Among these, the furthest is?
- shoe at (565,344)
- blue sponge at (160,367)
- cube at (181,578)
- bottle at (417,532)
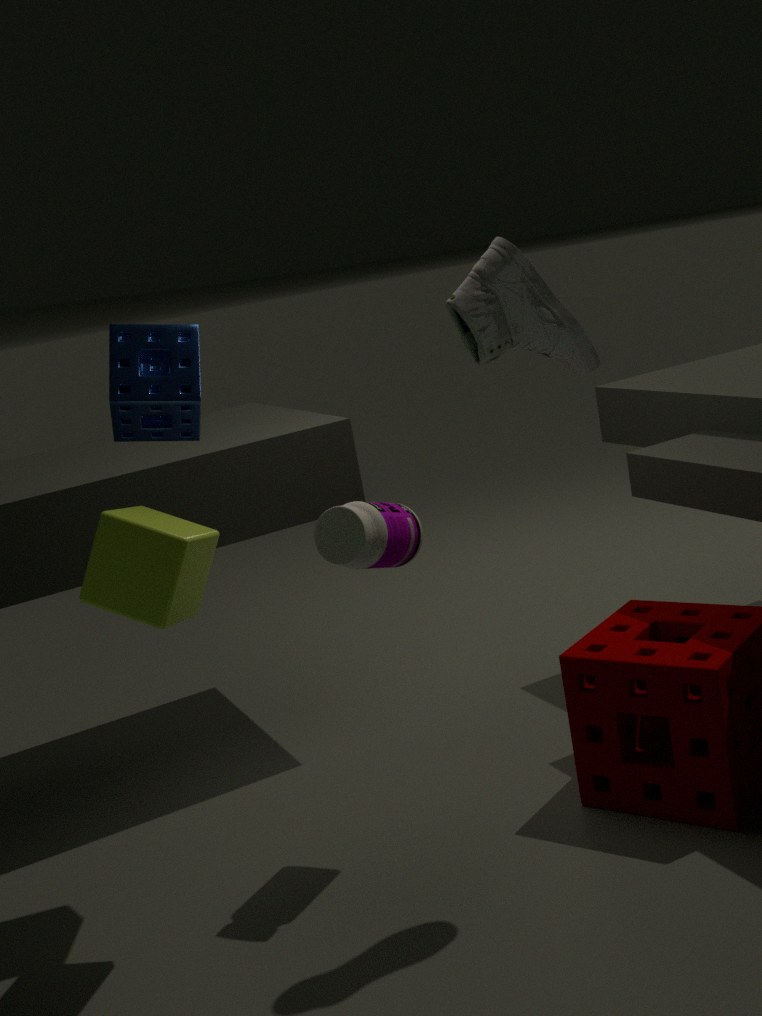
blue sponge at (160,367)
